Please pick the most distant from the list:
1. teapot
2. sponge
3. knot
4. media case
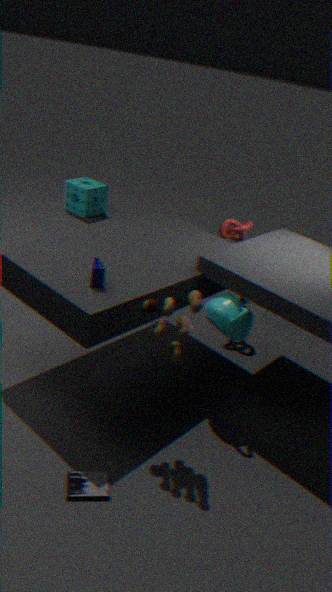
sponge
